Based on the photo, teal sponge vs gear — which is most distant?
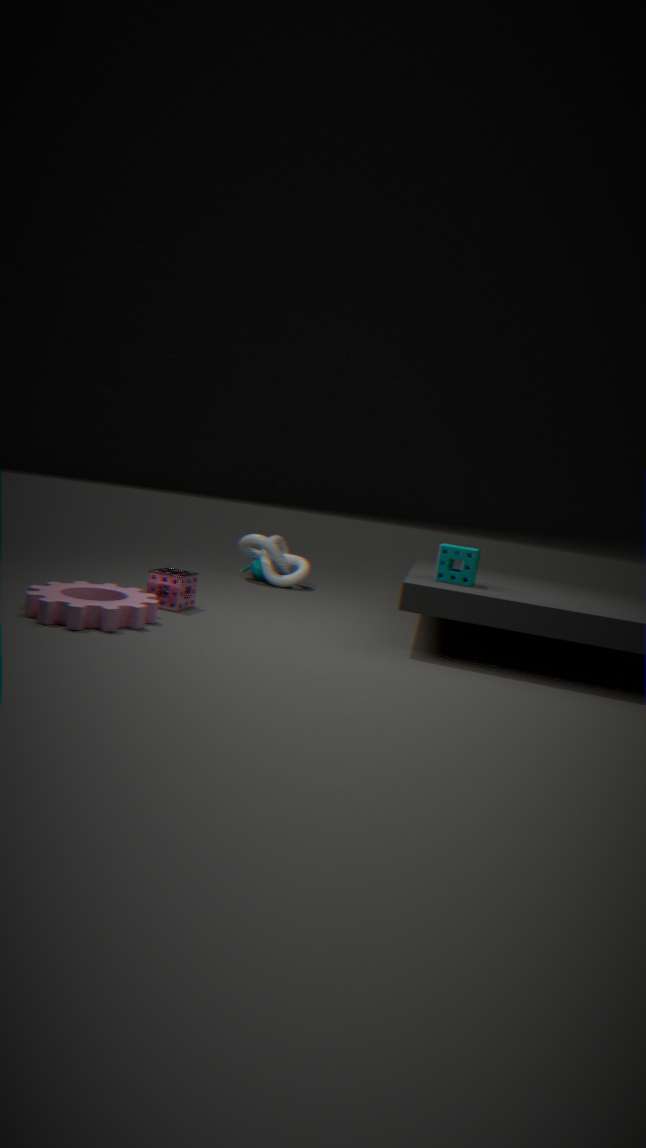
teal sponge
